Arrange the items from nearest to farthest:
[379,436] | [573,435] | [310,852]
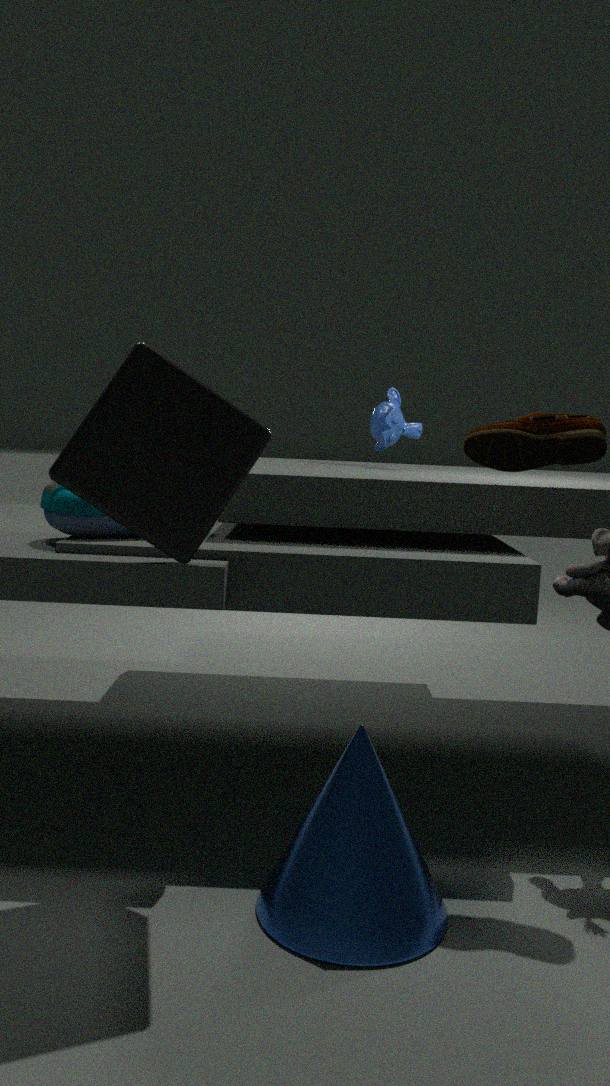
[310,852]
[573,435]
[379,436]
